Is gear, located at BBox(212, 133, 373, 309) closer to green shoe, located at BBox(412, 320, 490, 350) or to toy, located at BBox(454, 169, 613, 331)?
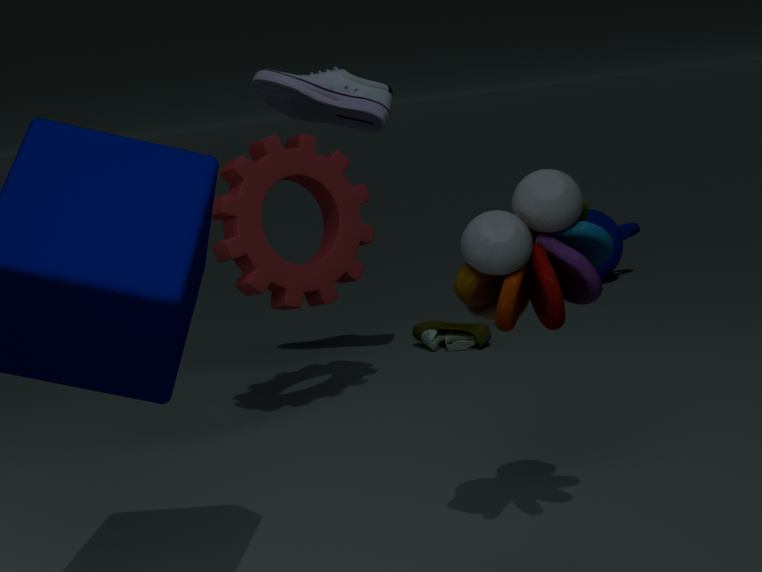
green shoe, located at BBox(412, 320, 490, 350)
